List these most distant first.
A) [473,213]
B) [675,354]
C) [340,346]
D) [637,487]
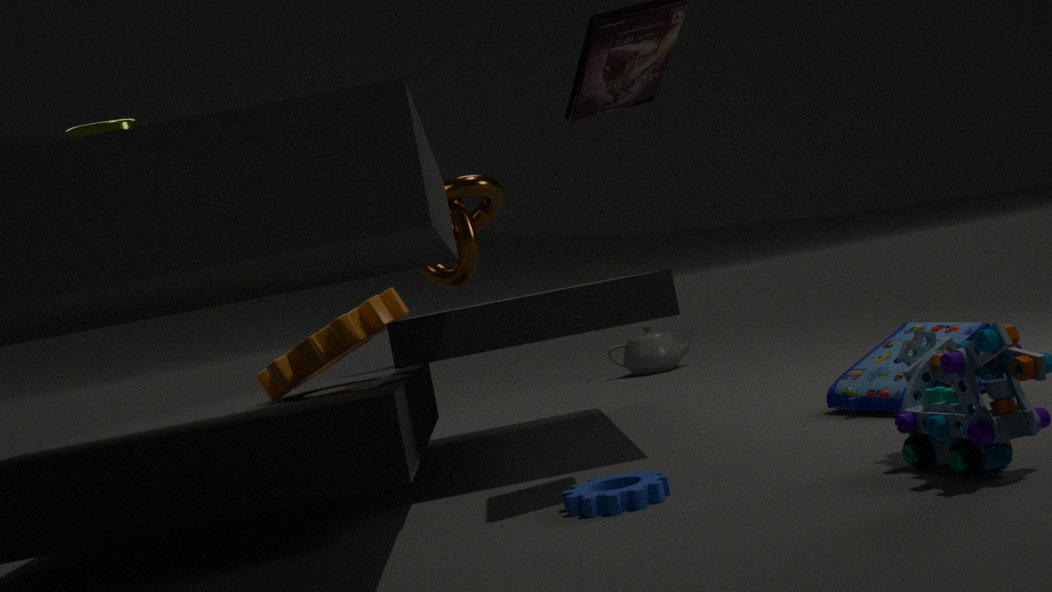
[675,354] < [473,213] < [340,346] < [637,487]
